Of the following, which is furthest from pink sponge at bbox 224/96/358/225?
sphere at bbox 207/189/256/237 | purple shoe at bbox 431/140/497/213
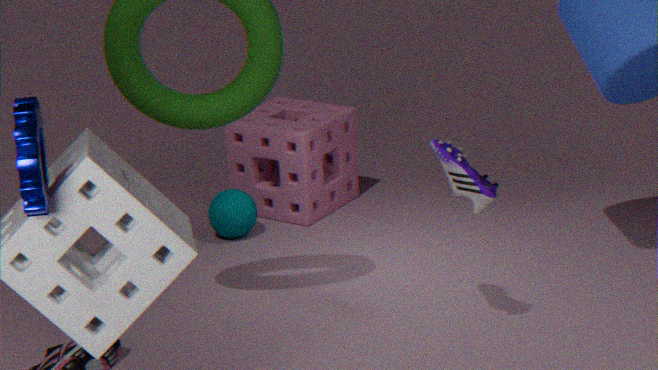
purple shoe at bbox 431/140/497/213
